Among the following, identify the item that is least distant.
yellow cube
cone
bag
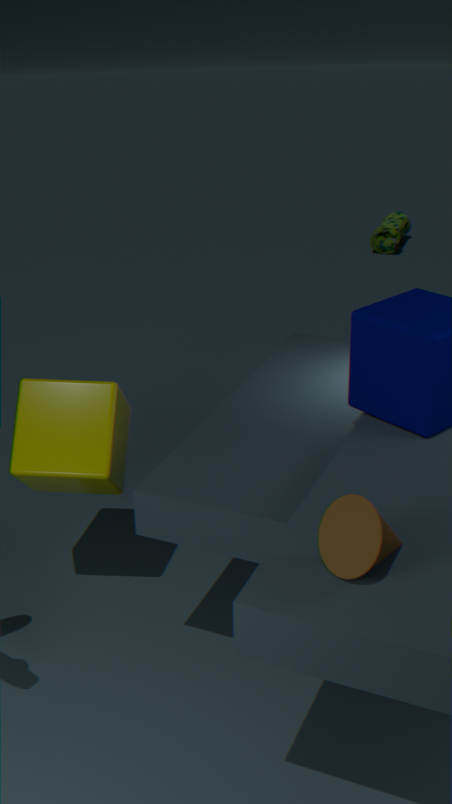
cone
